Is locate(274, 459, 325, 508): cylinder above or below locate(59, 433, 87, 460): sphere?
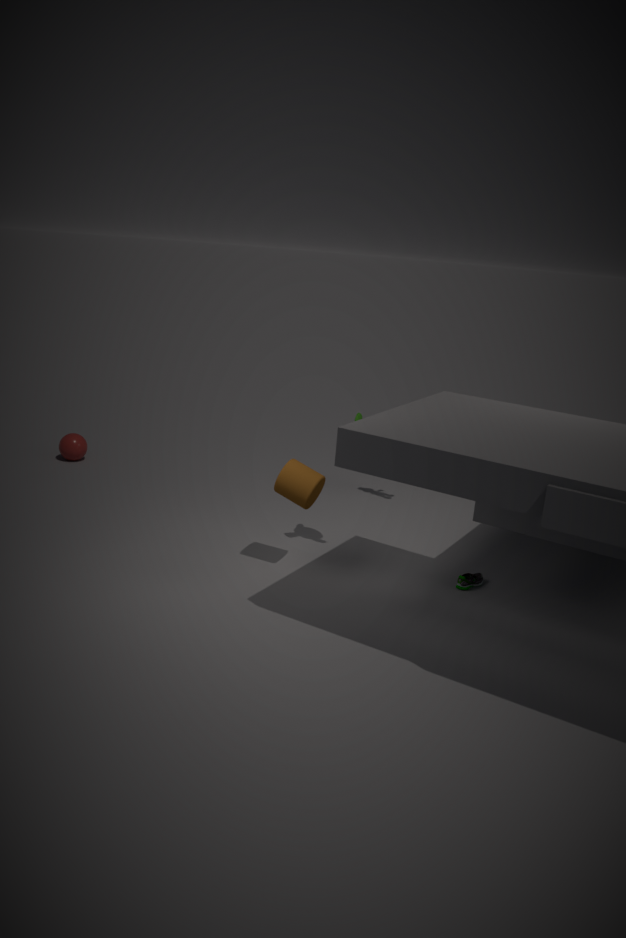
above
